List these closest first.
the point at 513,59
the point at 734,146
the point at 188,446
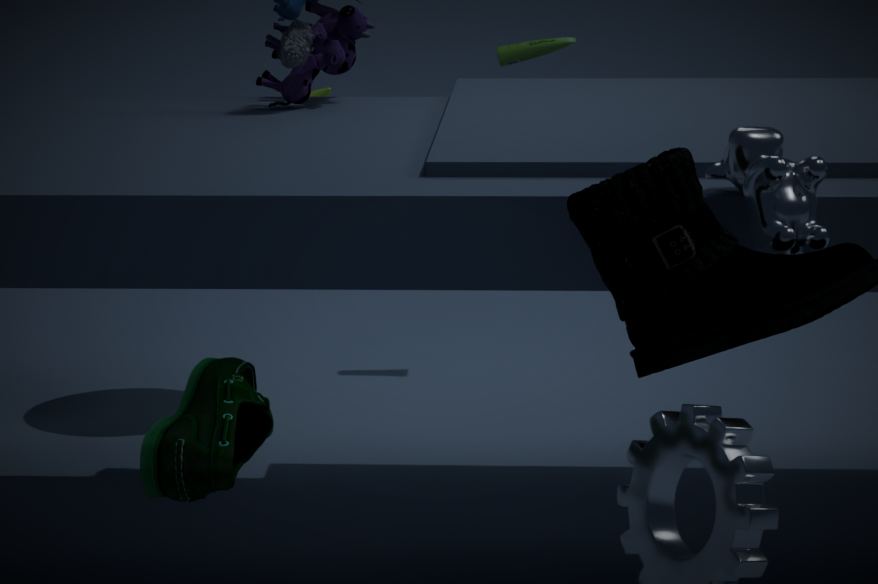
the point at 188,446
the point at 734,146
the point at 513,59
